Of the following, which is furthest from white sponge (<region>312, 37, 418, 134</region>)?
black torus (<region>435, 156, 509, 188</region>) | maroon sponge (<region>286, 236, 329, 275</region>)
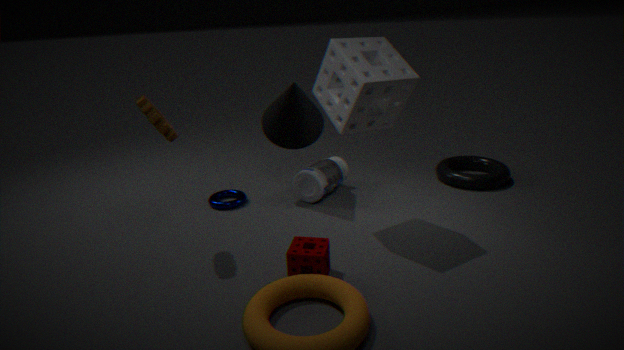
black torus (<region>435, 156, 509, 188</region>)
